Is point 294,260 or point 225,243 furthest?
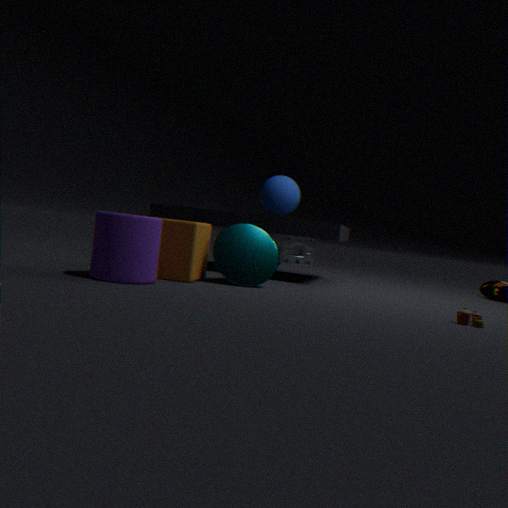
point 294,260
